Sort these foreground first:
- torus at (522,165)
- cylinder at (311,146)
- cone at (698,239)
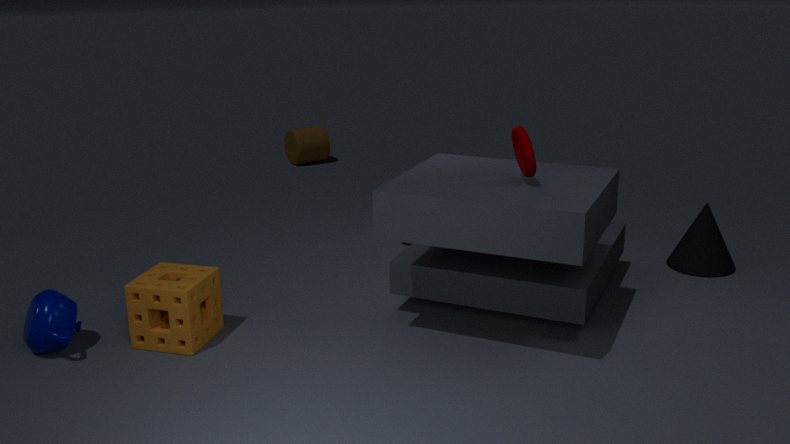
torus at (522,165) → cone at (698,239) → cylinder at (311,146)
